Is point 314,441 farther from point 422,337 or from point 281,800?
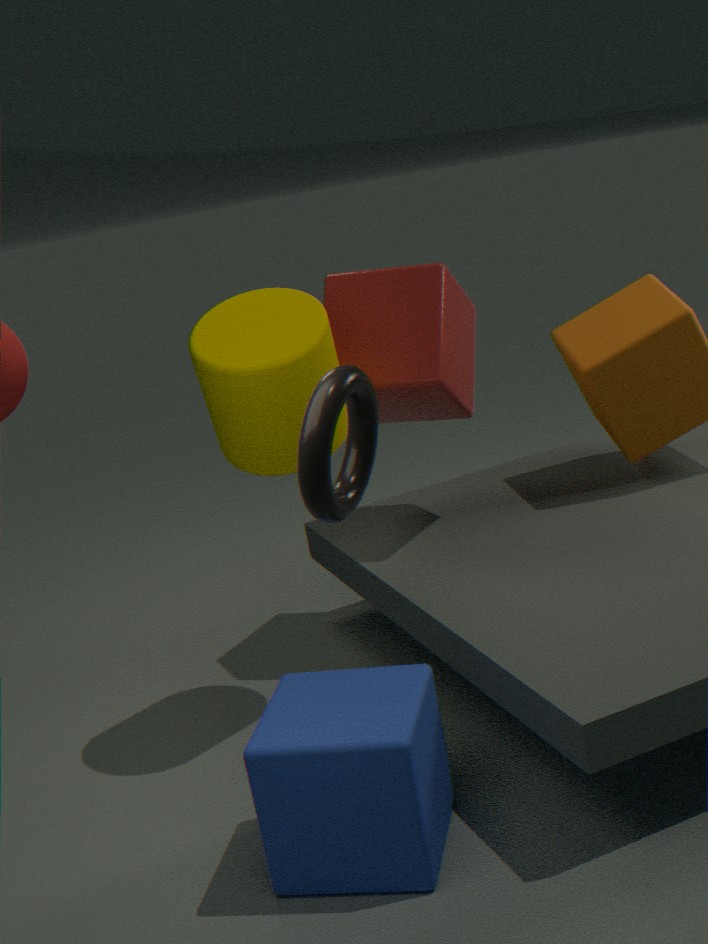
point 422,337
